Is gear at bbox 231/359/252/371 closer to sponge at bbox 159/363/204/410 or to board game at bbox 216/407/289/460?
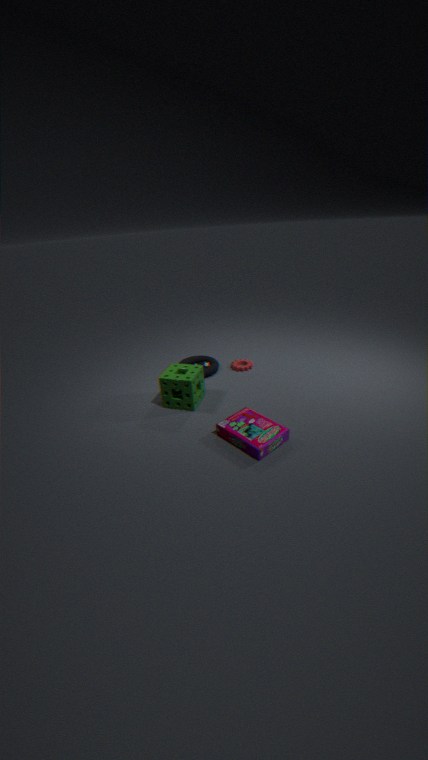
sponge at bbox 159/363/204/410
